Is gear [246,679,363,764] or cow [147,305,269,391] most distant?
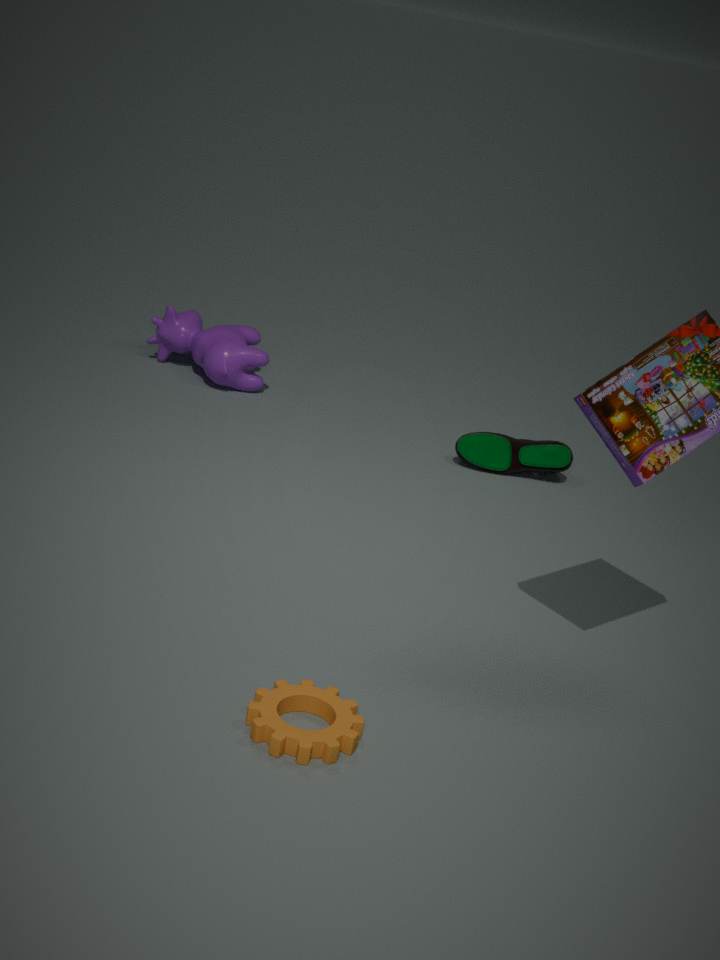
cow [147,305,269,391]
